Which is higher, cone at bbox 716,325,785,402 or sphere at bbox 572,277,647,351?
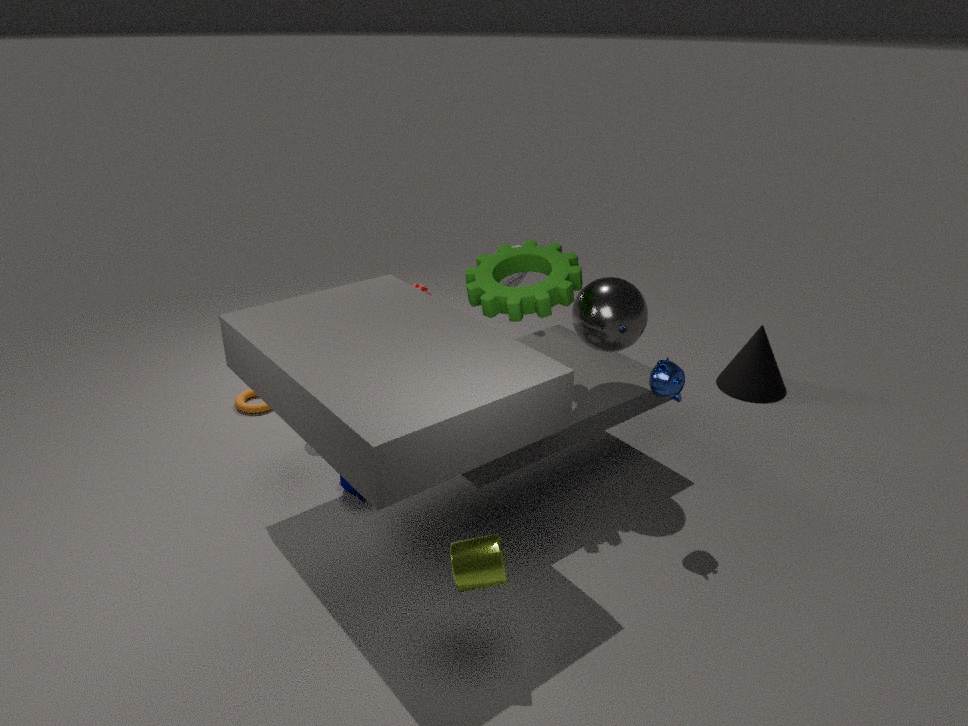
sphere at bbox 572,277,647,351
